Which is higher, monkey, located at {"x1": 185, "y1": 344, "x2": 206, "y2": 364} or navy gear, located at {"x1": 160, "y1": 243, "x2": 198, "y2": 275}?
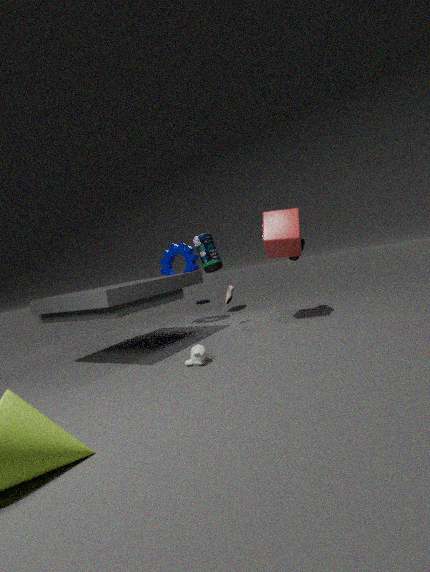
navy gear, located at {"x1": 160, "y1": 243, "x2": 198, "y2": 275}
